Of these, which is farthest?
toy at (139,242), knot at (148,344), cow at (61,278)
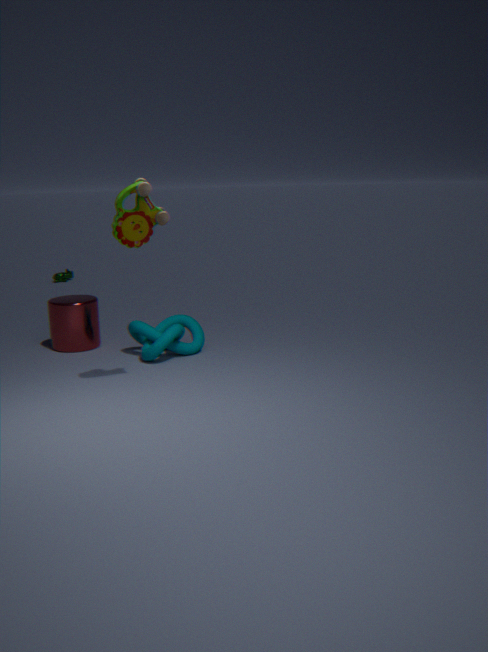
cow at (61,278)
